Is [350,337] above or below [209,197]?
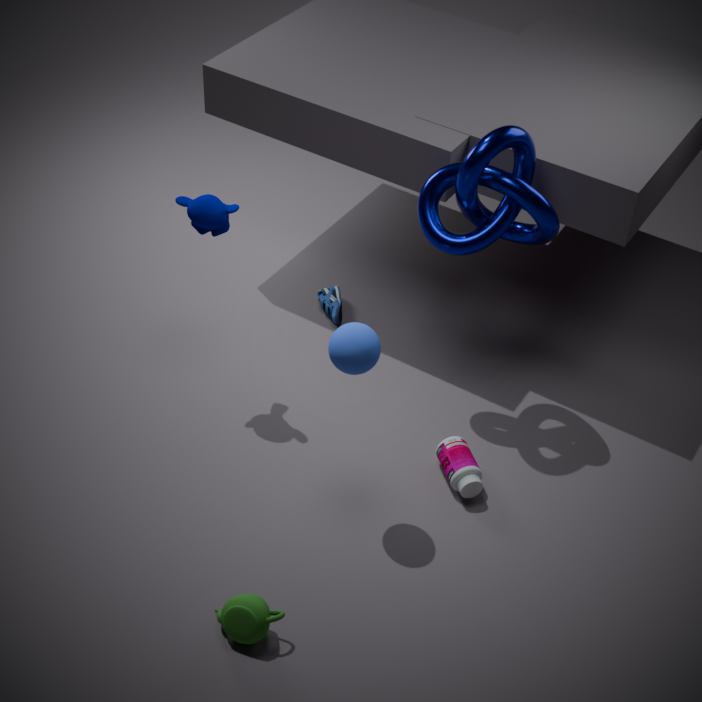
below
